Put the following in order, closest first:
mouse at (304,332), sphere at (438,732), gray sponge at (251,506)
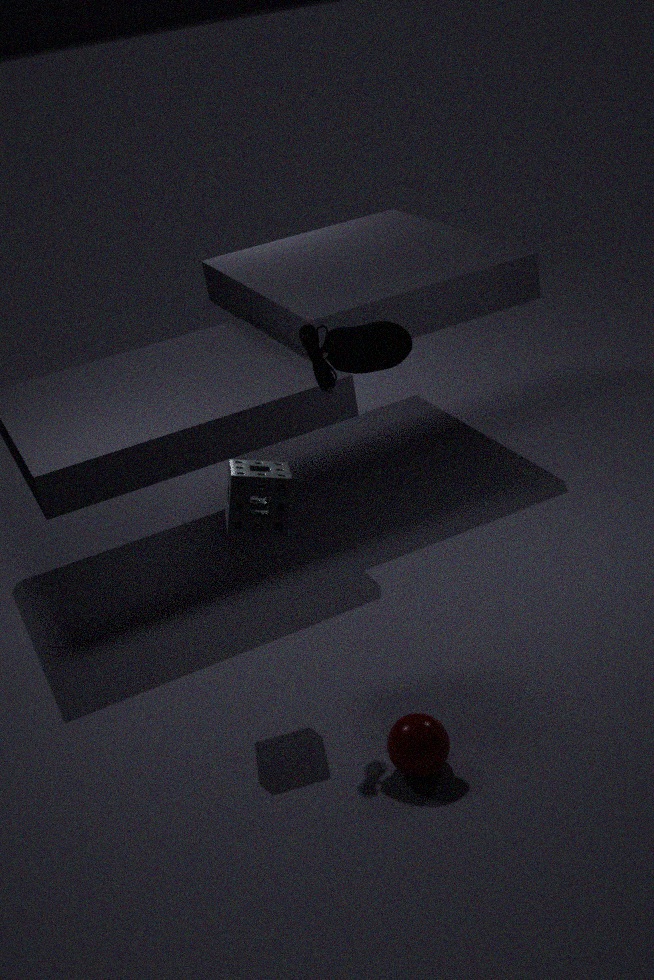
1. mouse at (304,332)
2. sphere at (438,732)
3. gray sponge at (251,506)
